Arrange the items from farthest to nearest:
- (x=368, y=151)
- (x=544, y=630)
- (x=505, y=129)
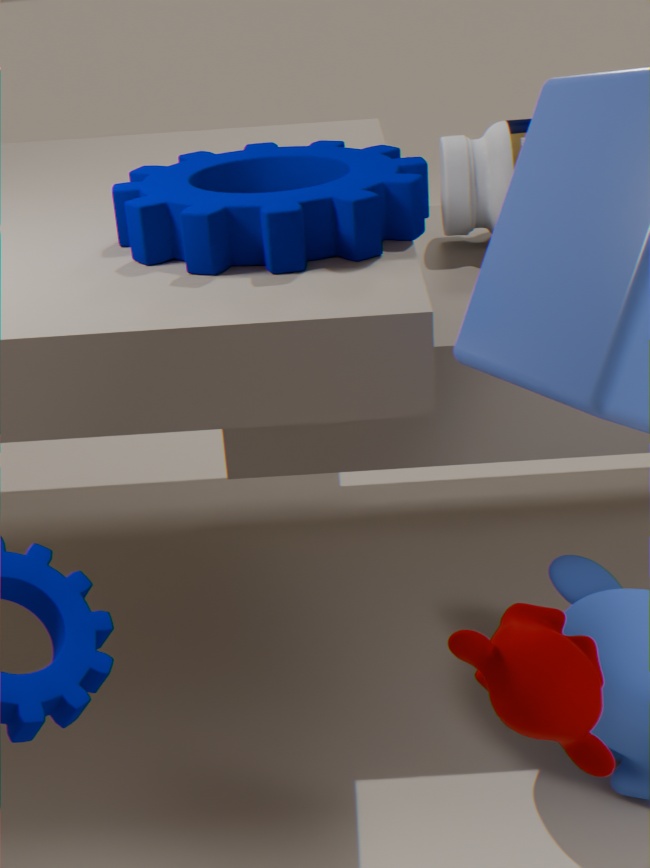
(x=505, y=129), (x=368, y=151), (x=544, y=630)
